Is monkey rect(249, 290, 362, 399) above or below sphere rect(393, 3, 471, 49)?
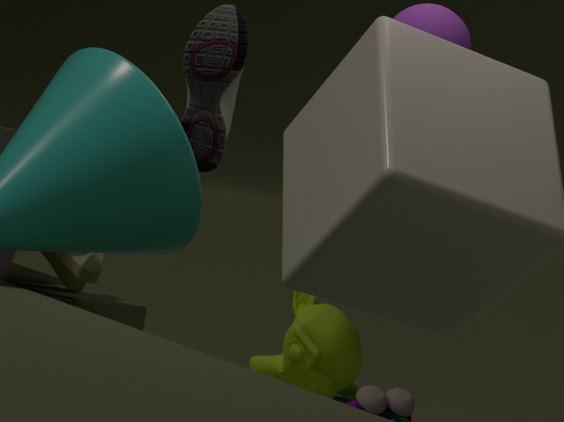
below
